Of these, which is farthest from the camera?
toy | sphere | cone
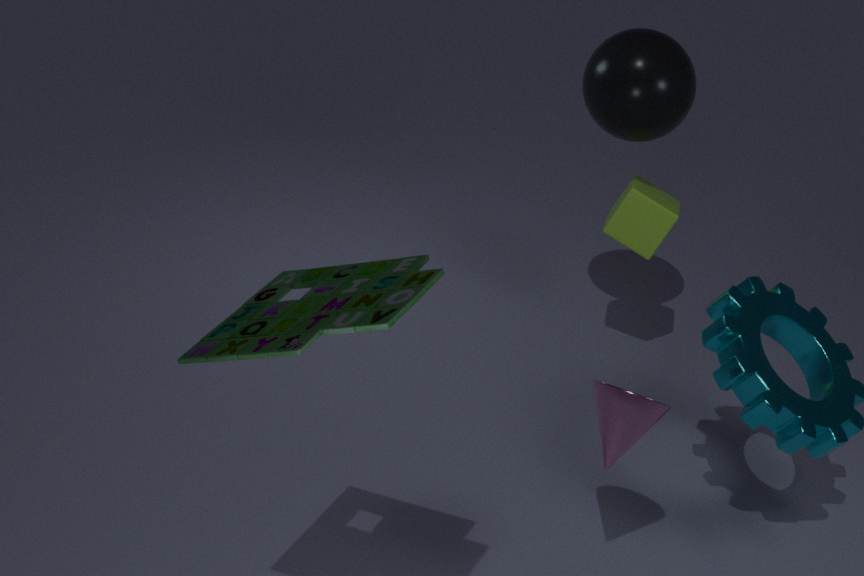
sphere
